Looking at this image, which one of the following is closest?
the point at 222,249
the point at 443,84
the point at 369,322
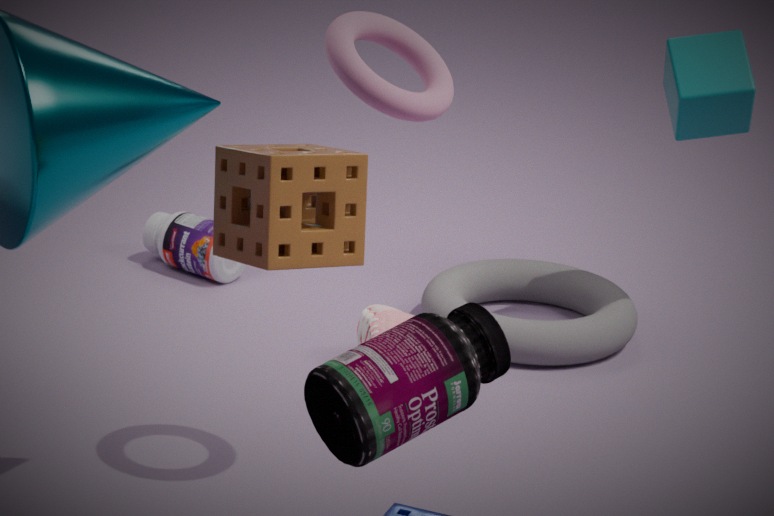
the point at 222,249
